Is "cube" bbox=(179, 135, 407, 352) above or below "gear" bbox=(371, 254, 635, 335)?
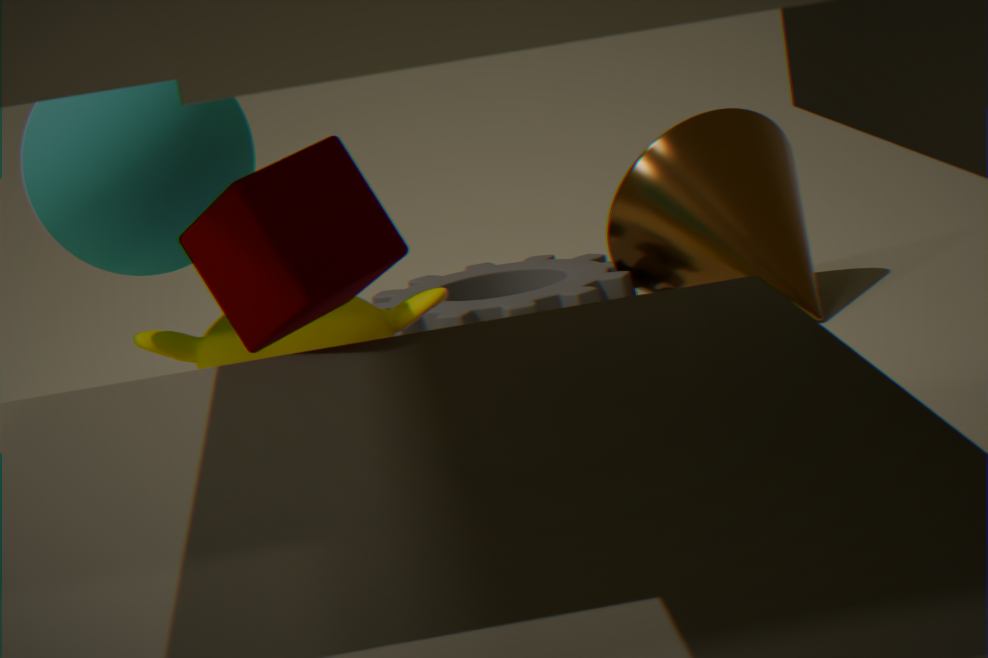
above
